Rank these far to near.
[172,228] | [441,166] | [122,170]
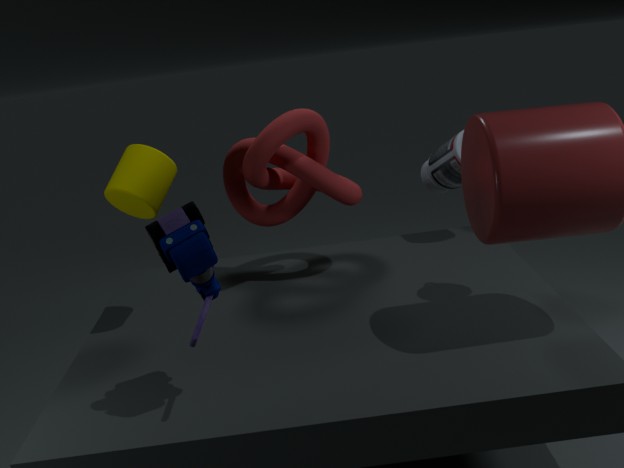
[441,166]
[122,170]
[172,228]
